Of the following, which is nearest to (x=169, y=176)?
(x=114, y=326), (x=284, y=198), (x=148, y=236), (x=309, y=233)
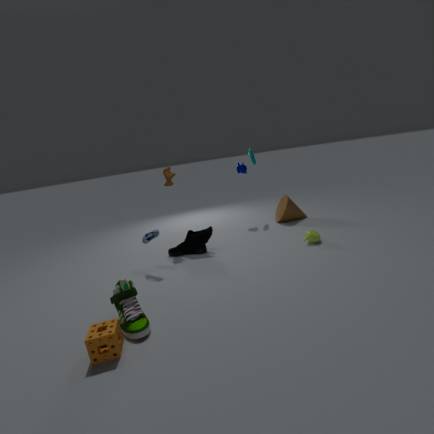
(x=148, y=236)
